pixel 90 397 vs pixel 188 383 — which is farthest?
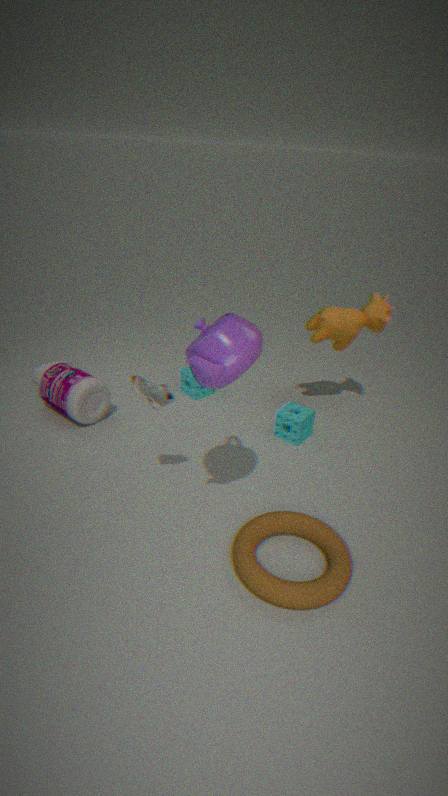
pixel 188 383
